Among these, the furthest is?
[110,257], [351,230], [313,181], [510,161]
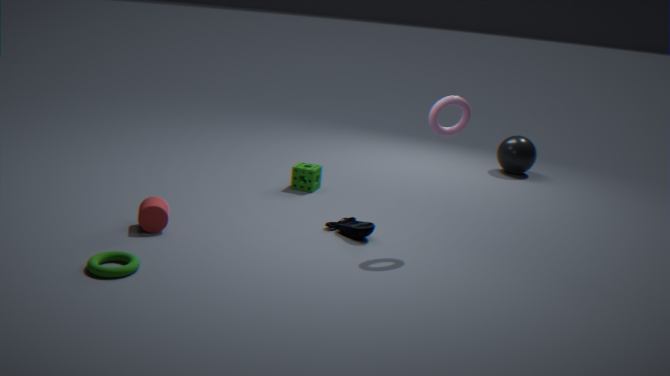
[510,161]
